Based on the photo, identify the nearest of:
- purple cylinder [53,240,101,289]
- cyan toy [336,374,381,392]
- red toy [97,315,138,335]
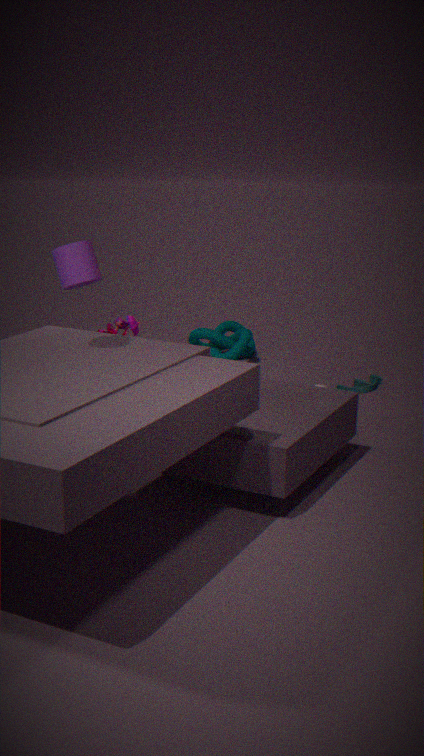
purple cylinder [53,240,101,289]
